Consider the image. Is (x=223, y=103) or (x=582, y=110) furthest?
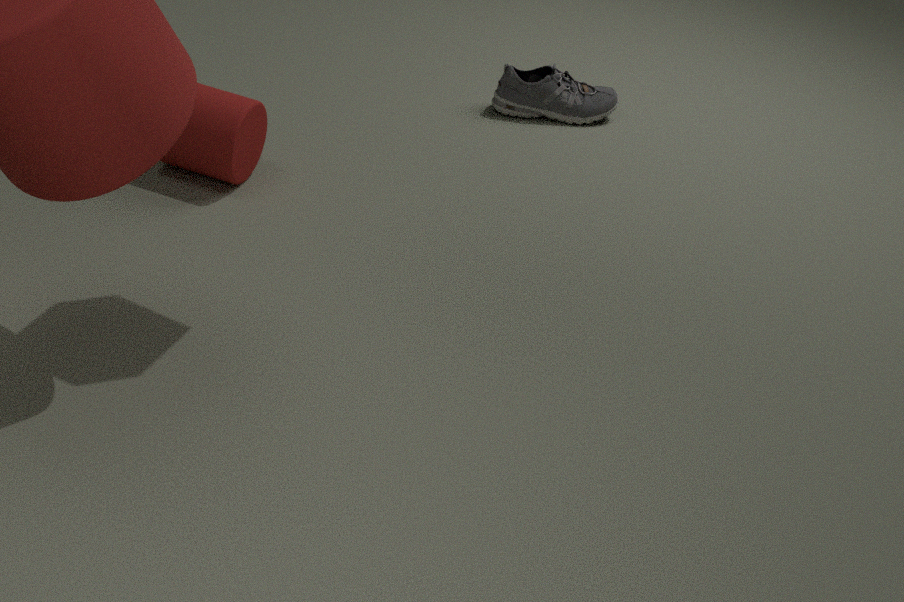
(x=582, y=110)
